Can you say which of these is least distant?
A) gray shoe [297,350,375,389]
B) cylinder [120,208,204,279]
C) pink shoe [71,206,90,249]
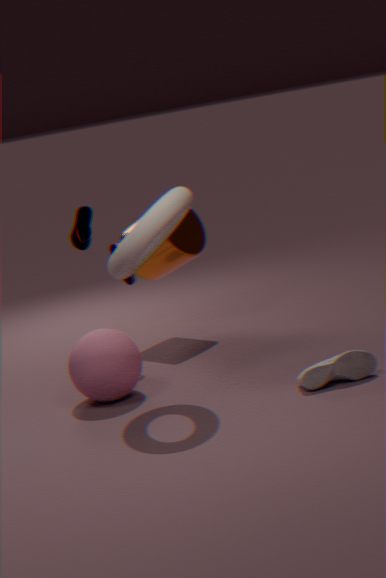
gray shoe [297,350,375,389]
